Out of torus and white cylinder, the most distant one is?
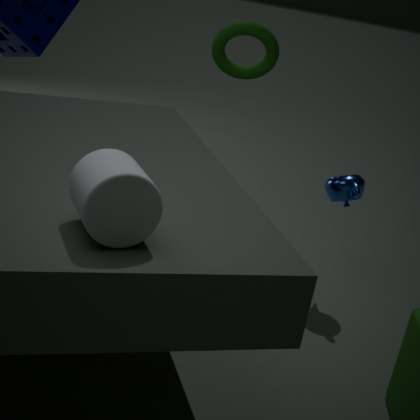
torus
